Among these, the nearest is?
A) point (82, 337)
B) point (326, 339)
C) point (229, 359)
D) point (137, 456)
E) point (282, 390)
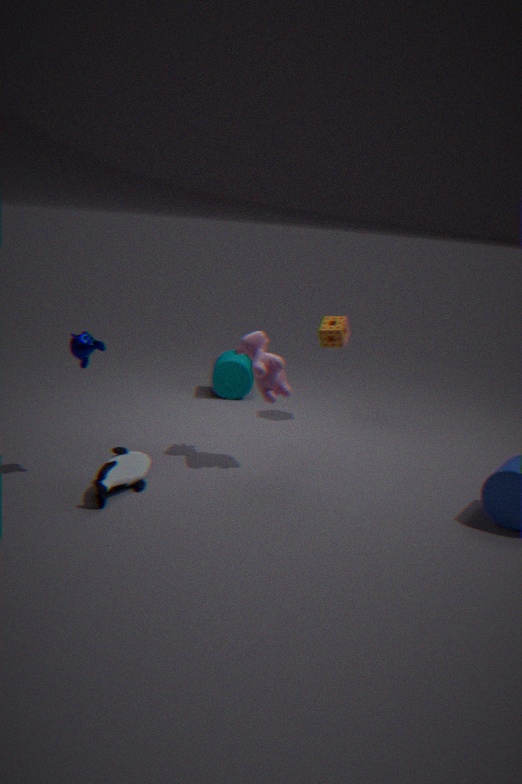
point (82, 337)
